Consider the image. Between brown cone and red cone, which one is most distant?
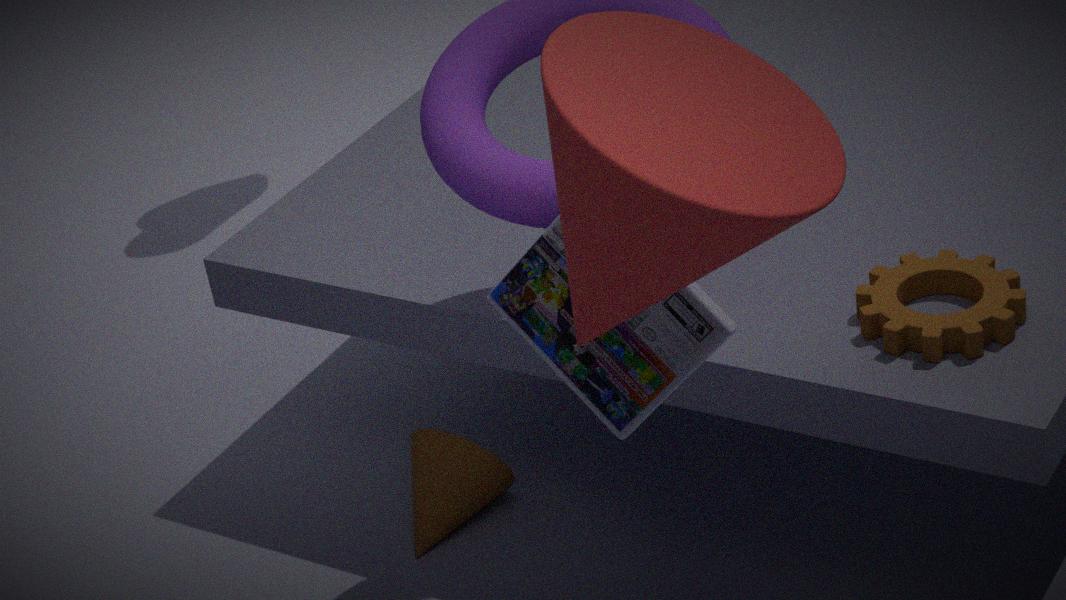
brown cone
